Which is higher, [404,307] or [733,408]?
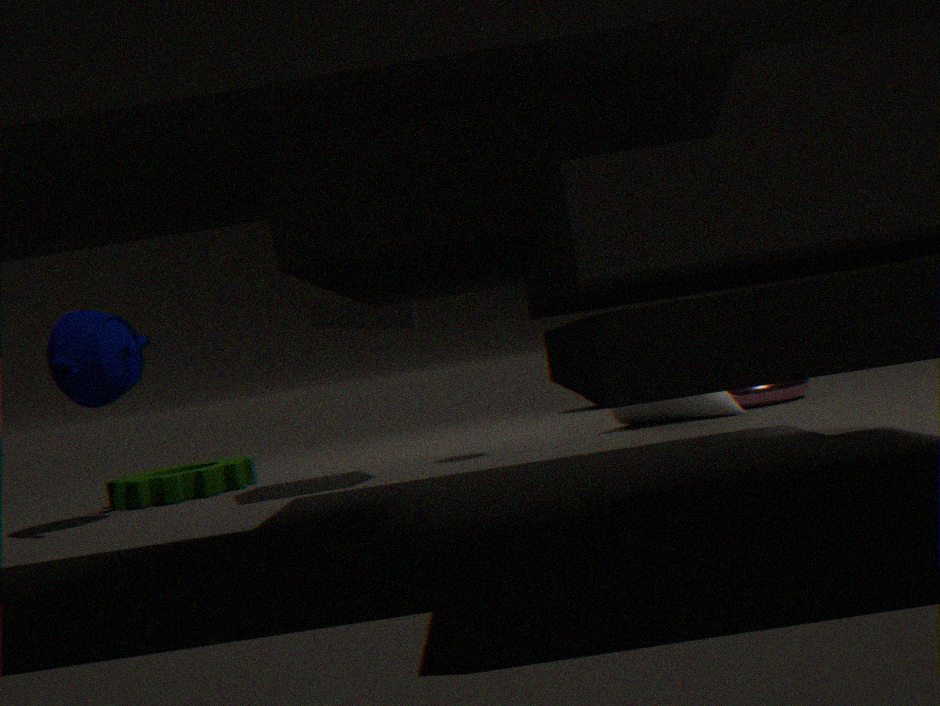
[404,307]
